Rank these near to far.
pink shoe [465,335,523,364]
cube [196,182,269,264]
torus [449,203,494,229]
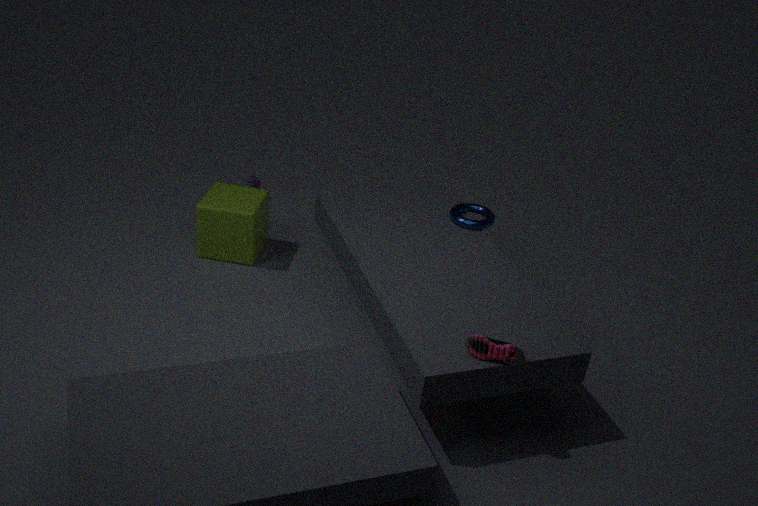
pink shoe [465,335,523,364] < torus [449,203,494,229] < cube [196,182,269,264]
